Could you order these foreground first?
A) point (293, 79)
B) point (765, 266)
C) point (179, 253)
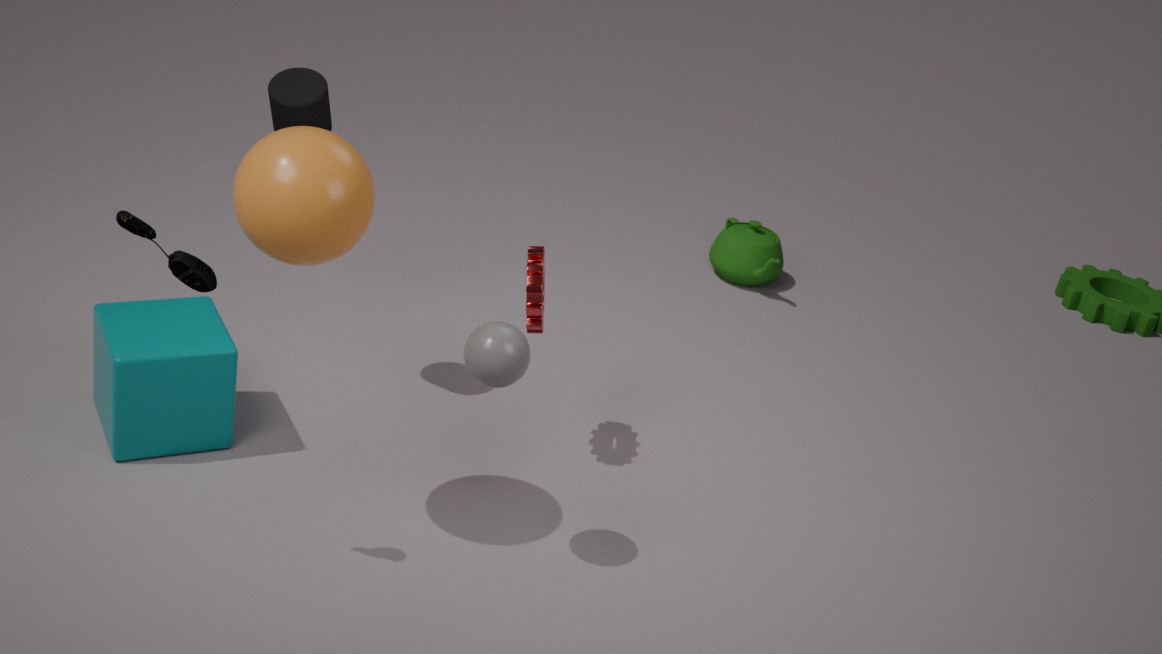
point (179, 253) → point (293, 79) → point (765, 266)
